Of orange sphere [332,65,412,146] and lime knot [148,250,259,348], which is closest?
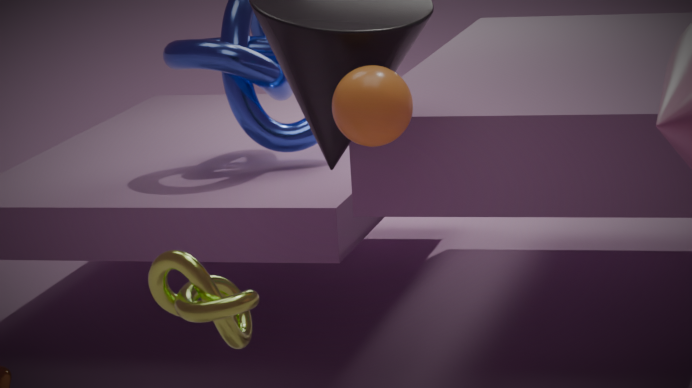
lime knot [148,250,259,348]
